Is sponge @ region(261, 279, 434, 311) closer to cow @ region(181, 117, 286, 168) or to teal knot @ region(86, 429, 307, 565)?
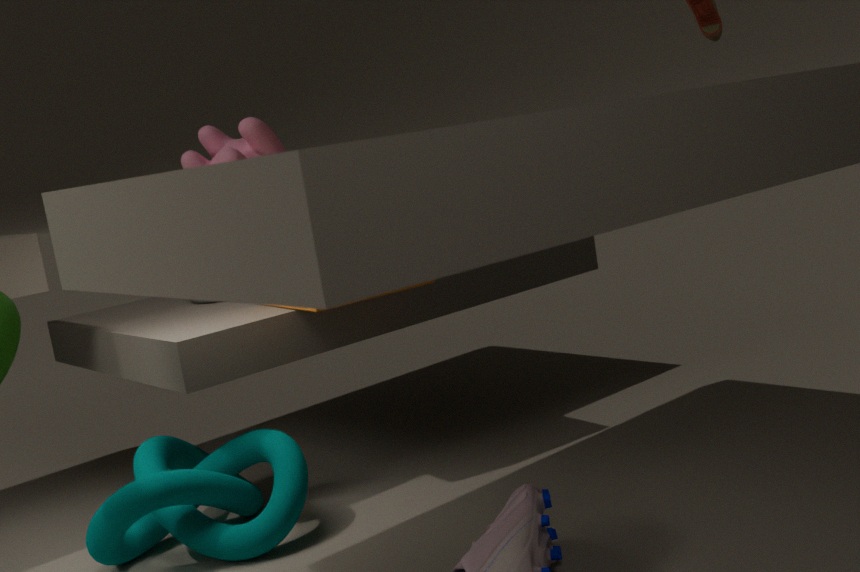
cow @ region(181, 117, 286, 168)
